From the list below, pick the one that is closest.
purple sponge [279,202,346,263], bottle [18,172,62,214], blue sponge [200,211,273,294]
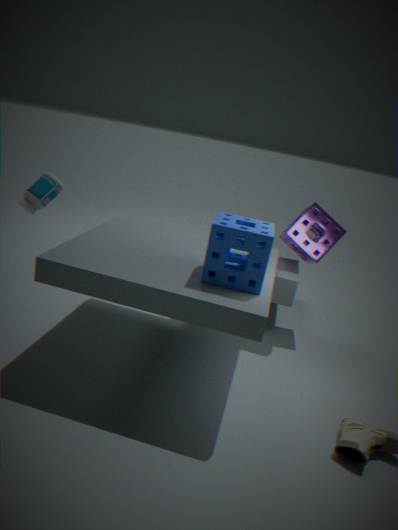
blue sponge [200,211,273,294]
